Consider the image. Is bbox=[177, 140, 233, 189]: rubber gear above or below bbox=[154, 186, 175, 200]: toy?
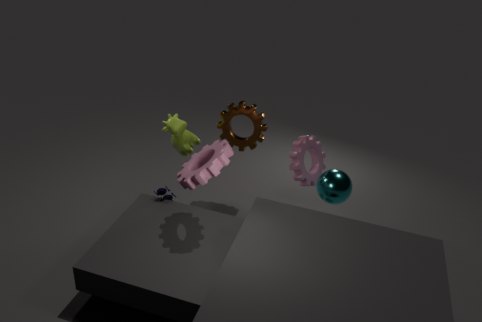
above
